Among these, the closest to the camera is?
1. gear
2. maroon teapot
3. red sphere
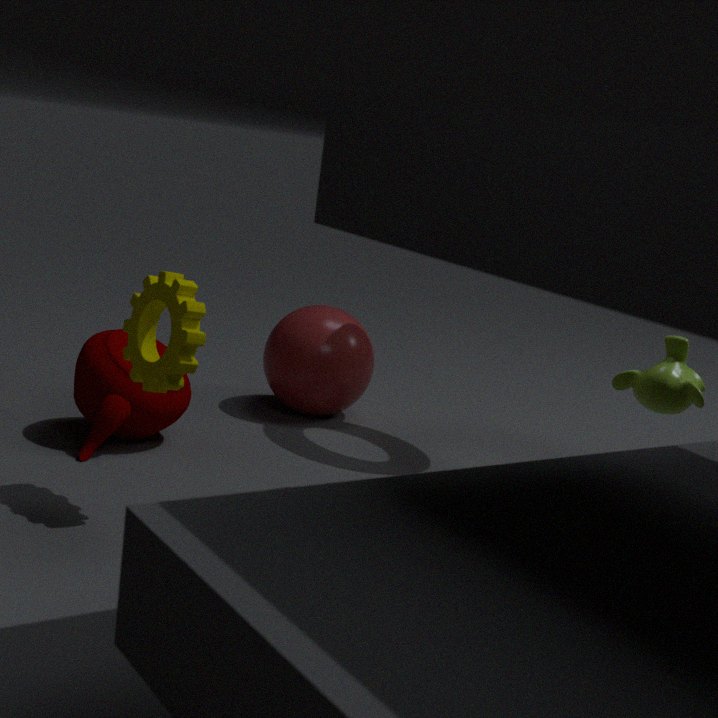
gear
